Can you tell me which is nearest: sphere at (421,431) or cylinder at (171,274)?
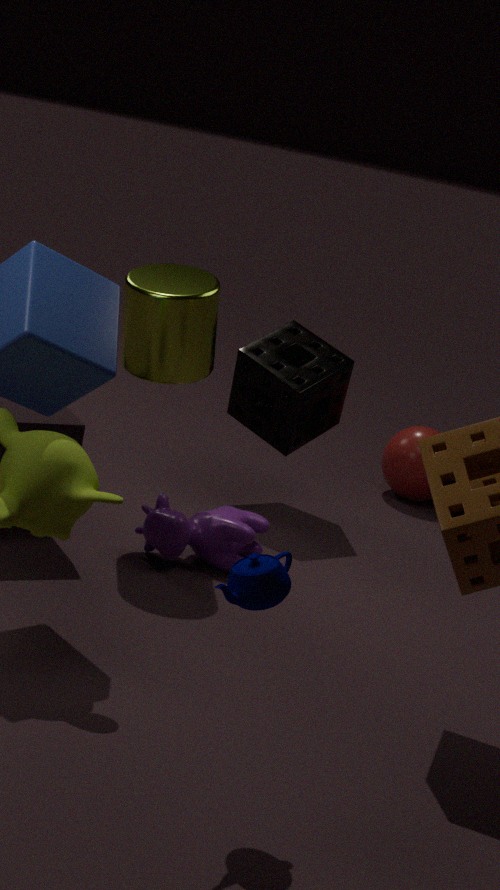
cylinder at (171,274)
